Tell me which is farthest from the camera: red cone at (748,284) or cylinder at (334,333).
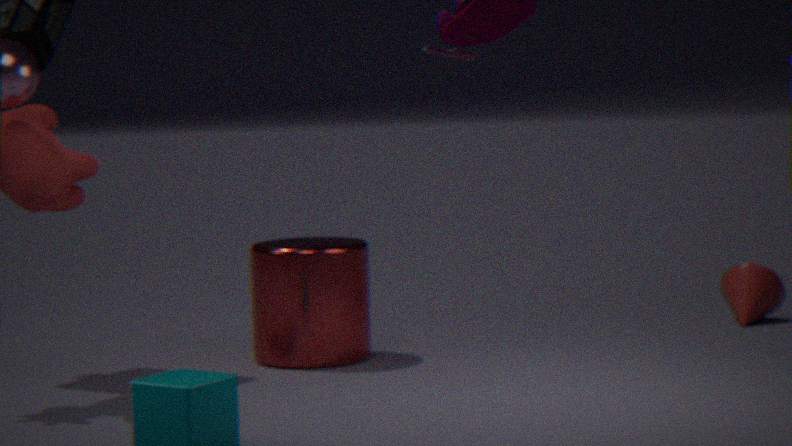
red cone at (748,284)
